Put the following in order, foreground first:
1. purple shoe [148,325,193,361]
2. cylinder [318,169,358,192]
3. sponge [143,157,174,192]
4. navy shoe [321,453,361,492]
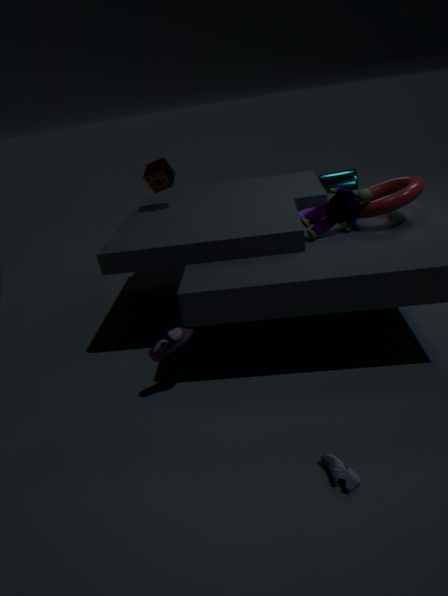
navy shoe [321,453,361,492]
purple shoe [148,325,193,361]
sponge [143,157,174,192]
cylinder [318,169,358,192]
